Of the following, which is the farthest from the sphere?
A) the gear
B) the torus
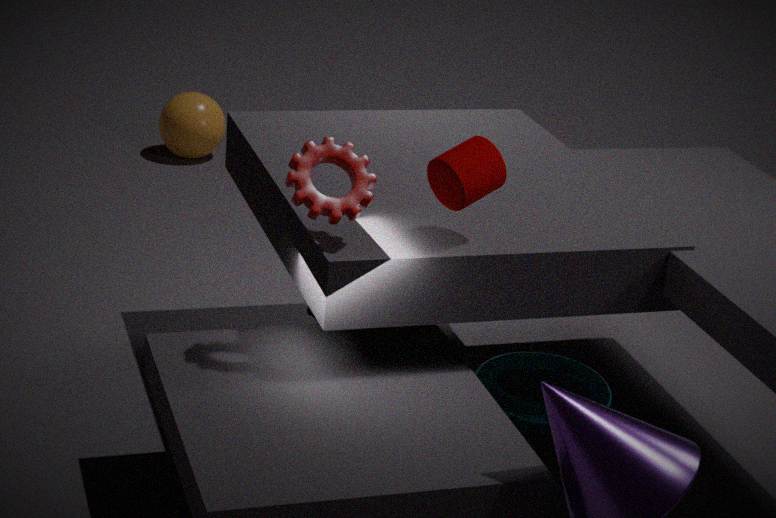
the gear
